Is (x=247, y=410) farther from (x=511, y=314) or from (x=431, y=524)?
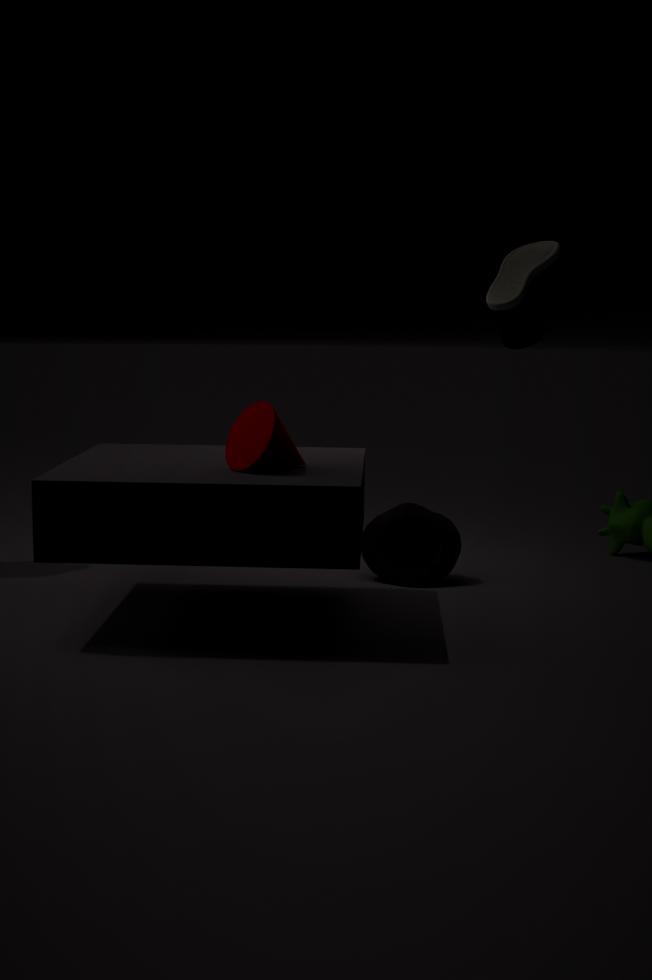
(x=431, y=524)
